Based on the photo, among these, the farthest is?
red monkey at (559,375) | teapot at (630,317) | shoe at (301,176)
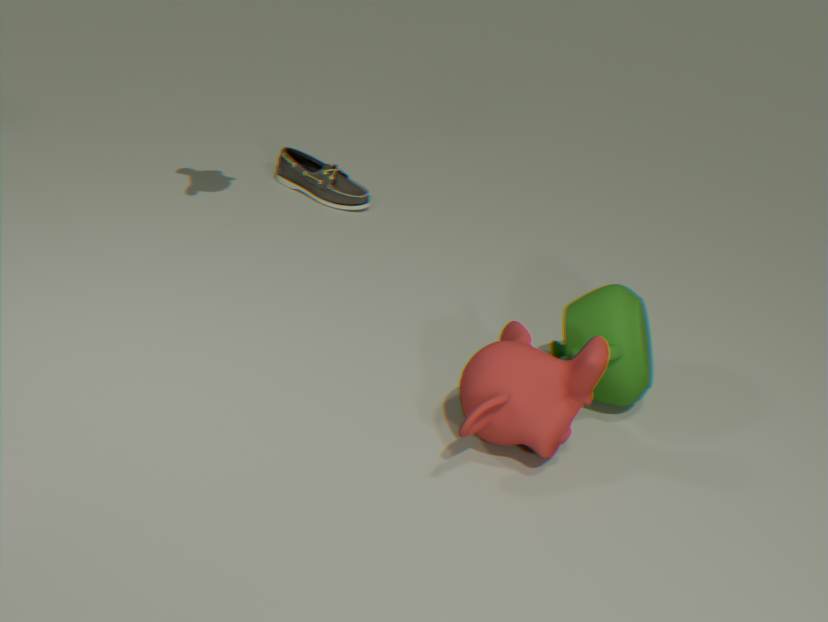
shoe at (301,176)
